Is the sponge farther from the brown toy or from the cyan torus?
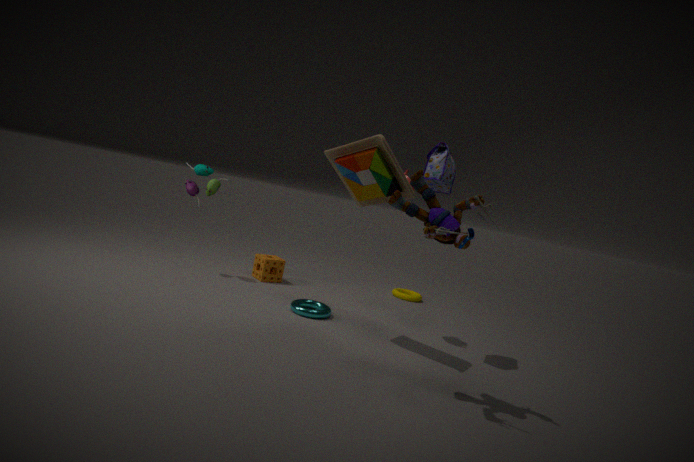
the brown toy
